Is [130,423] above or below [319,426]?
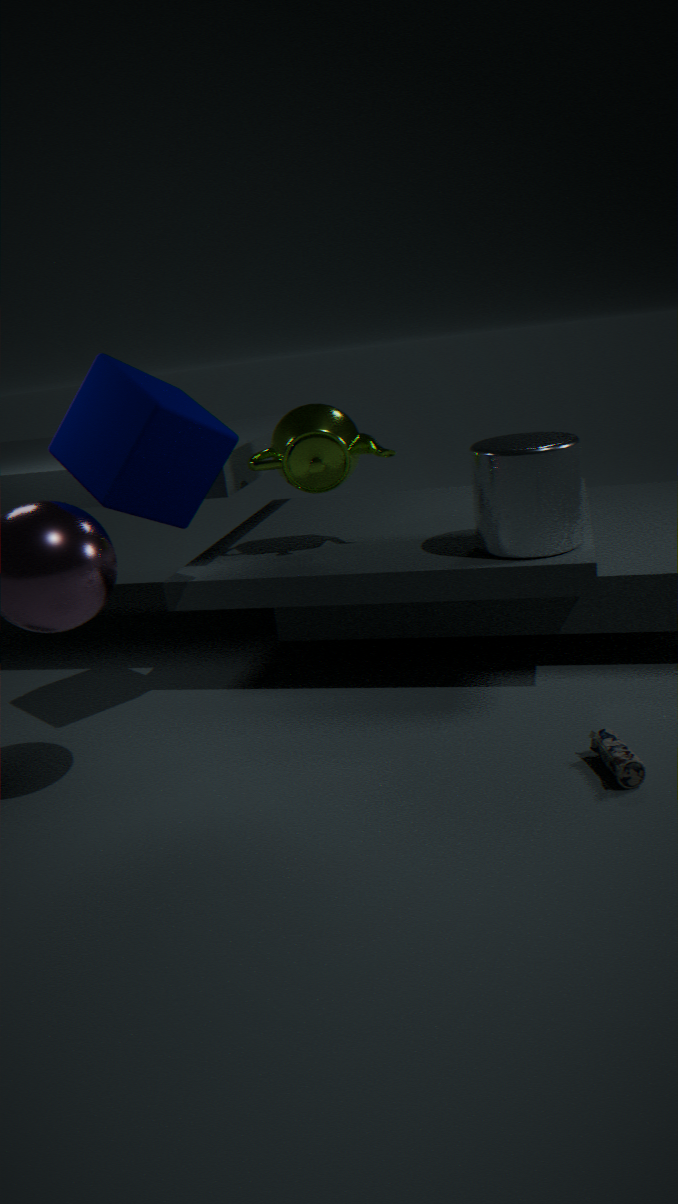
above
